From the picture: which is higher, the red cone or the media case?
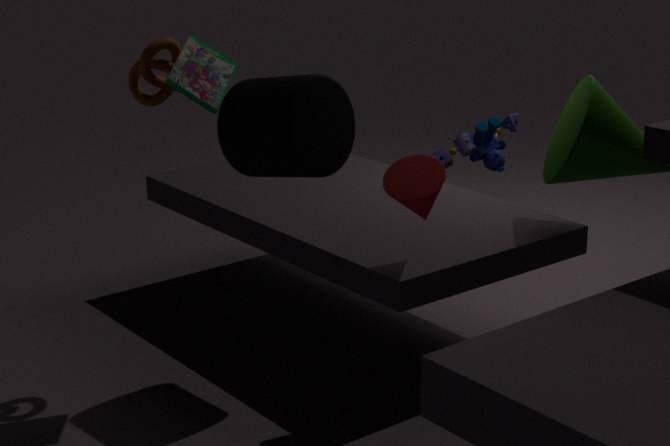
the media case
